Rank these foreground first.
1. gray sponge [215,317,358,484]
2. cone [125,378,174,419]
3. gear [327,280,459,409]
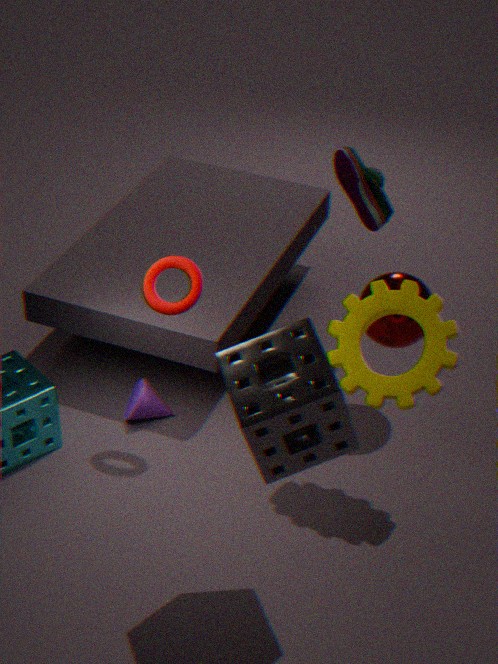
gray sponge [215,317,358,484] → gear [327,280,459,409] → cone [125,378,174,419]
